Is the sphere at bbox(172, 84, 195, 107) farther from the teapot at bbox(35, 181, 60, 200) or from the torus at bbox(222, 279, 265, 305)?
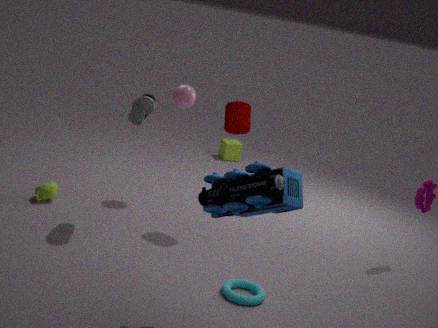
the torus at bbox(222, 279, 265, 305)
